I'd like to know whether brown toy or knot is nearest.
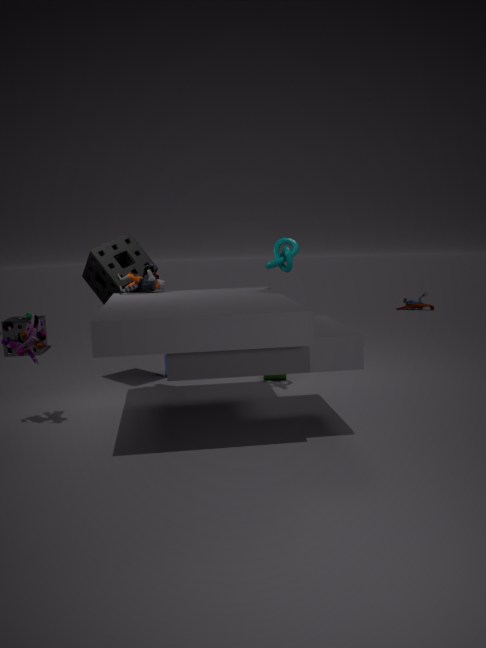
knot
